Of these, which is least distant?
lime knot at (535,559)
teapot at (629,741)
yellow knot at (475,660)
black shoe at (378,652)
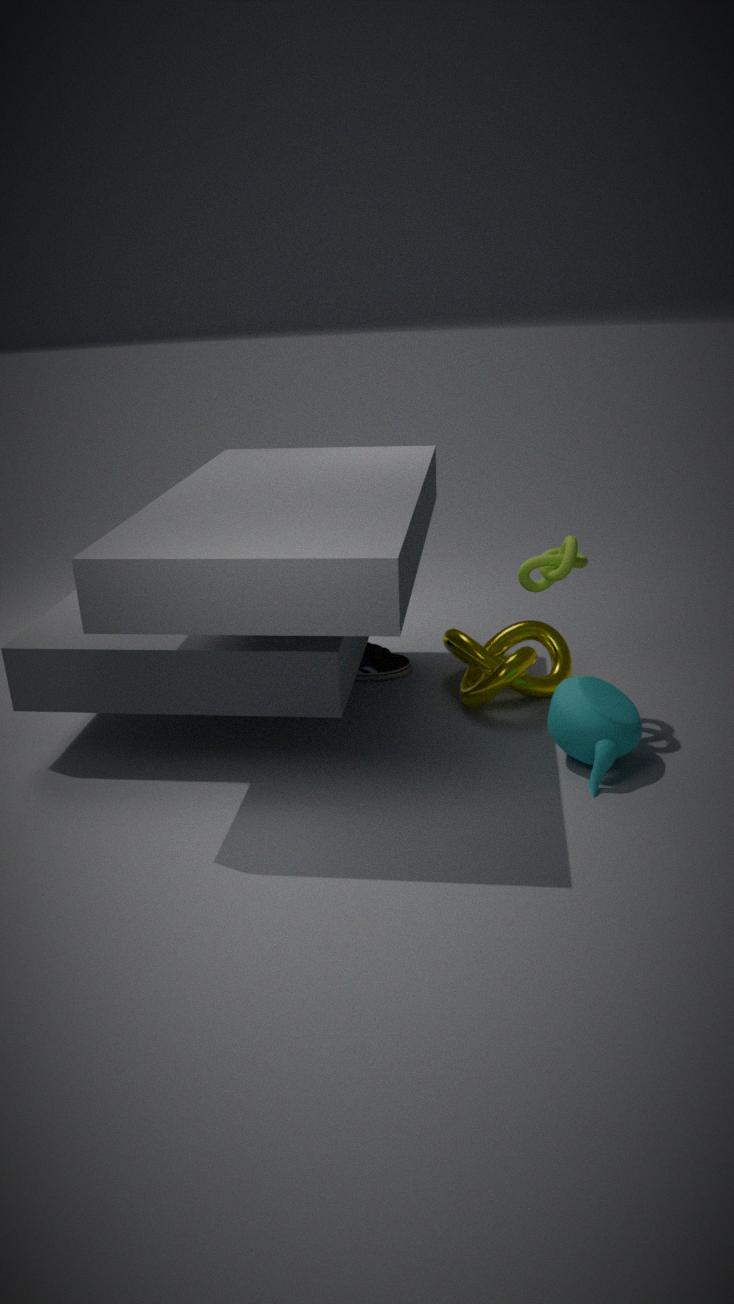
teapot at (629,741)
